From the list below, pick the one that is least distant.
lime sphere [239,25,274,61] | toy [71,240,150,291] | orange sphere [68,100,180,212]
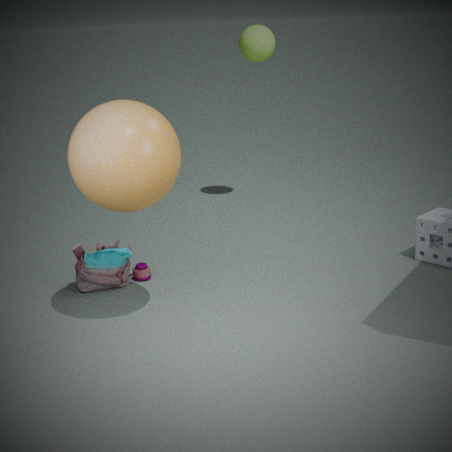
orange sphere [68,100,180,212]
